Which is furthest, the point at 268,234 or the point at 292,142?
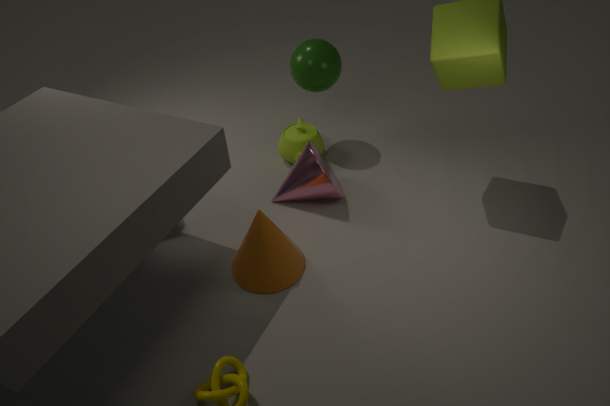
the point at 292,142
